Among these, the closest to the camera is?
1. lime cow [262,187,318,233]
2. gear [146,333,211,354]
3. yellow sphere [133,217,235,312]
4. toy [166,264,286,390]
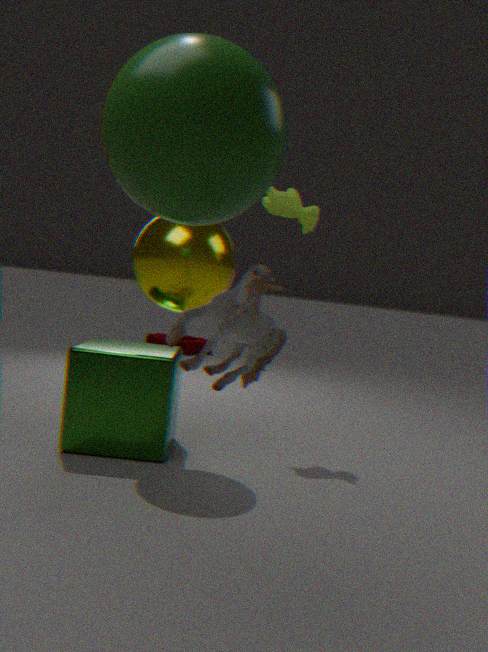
toy [166,264,286,390]
